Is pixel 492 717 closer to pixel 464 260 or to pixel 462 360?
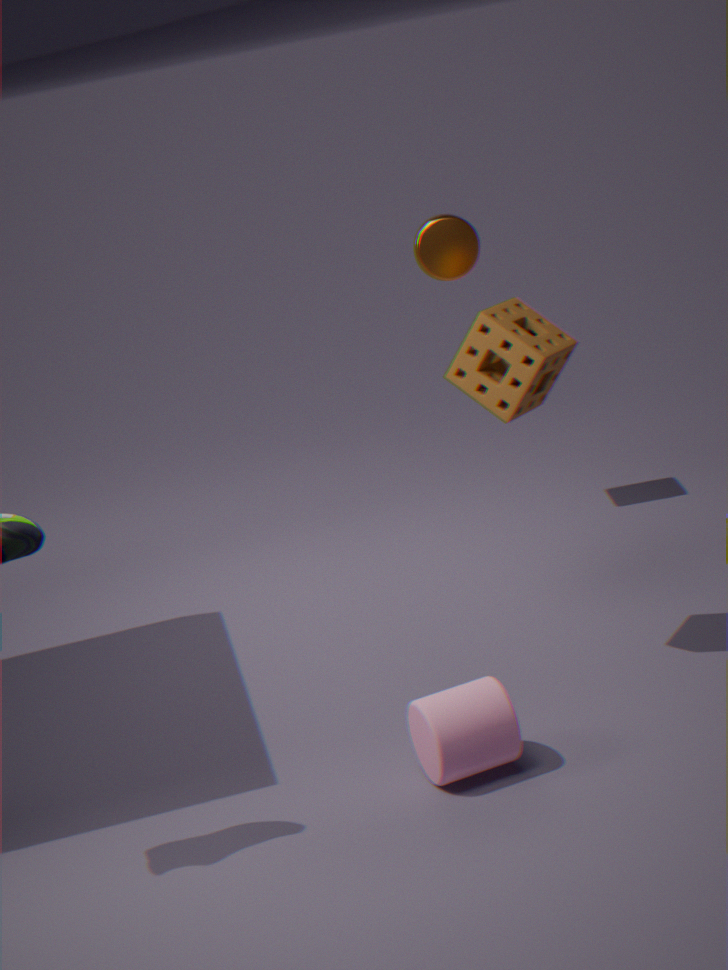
pixel 462 360
